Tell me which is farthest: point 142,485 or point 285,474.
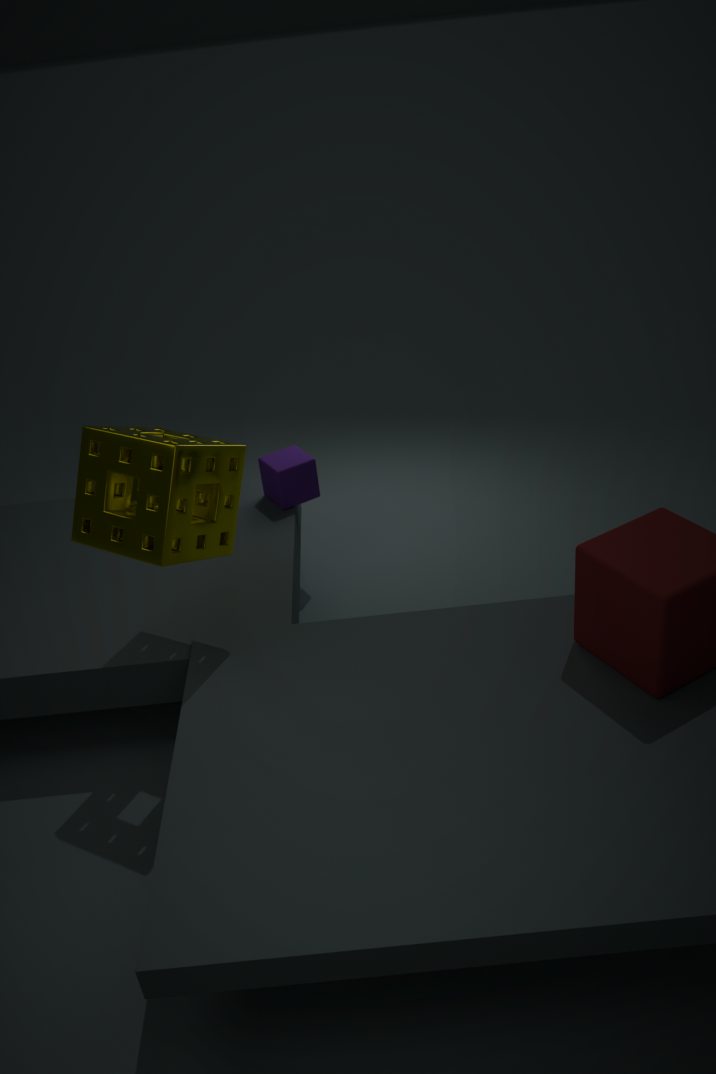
point 285,474
